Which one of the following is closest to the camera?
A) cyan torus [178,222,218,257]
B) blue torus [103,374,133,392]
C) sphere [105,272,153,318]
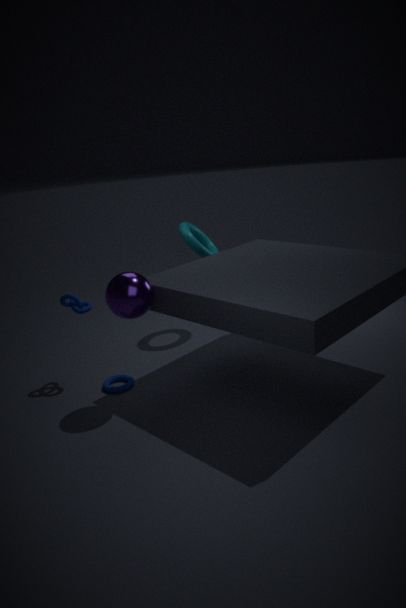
sphere [105,272,153,318]
